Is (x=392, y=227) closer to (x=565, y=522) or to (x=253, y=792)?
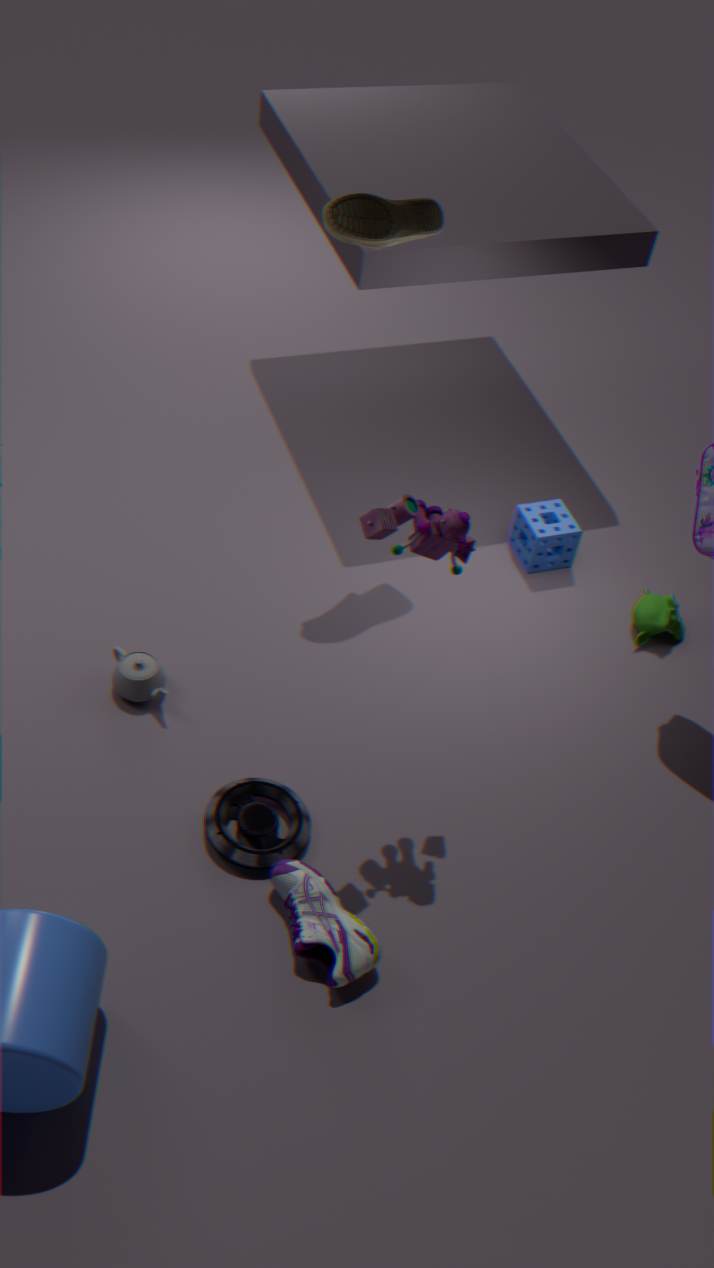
(x=565, y=522)
